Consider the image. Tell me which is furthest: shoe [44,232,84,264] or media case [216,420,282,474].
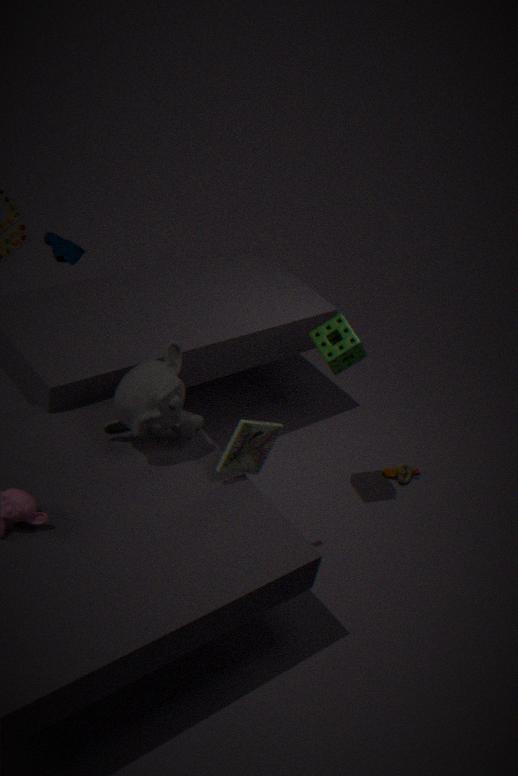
shoe [44,232,84,264]
